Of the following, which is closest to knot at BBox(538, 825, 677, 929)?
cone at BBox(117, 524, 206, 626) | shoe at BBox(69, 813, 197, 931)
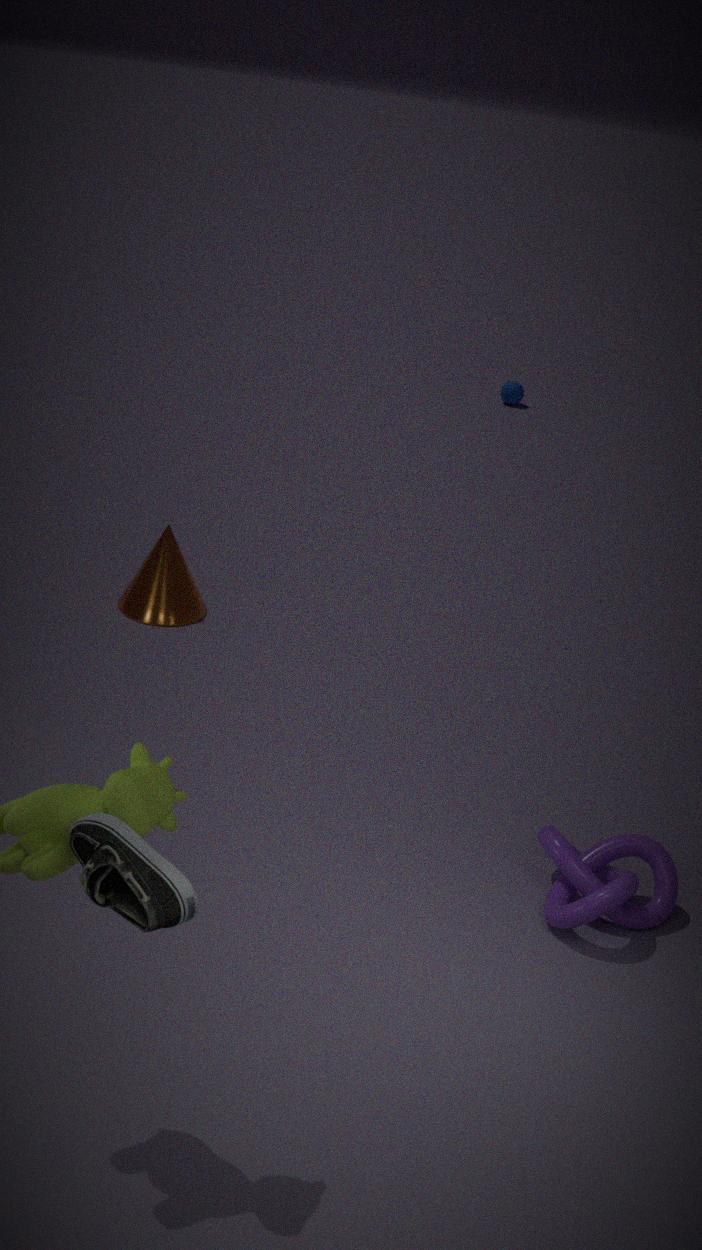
shoe at BBox(69, 813, 197, 931)
